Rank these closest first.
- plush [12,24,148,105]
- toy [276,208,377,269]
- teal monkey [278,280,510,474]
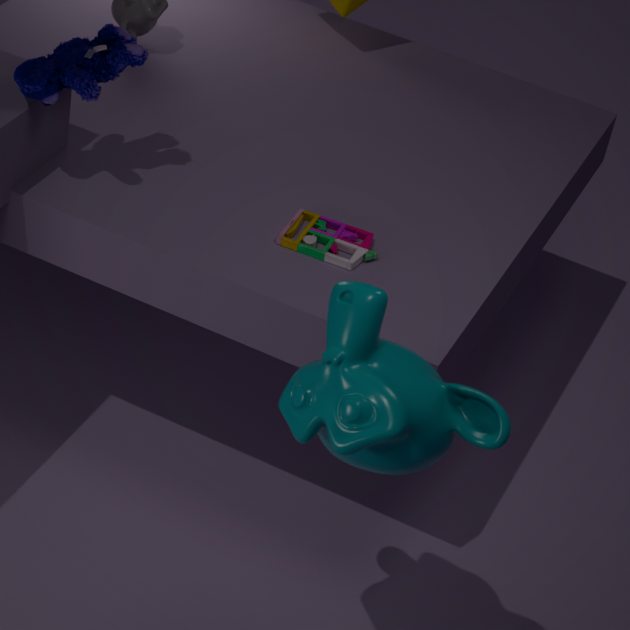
teal monkey [278,280,510,474] < plush [12,24,148,105] < toy [276,208,377,269]
